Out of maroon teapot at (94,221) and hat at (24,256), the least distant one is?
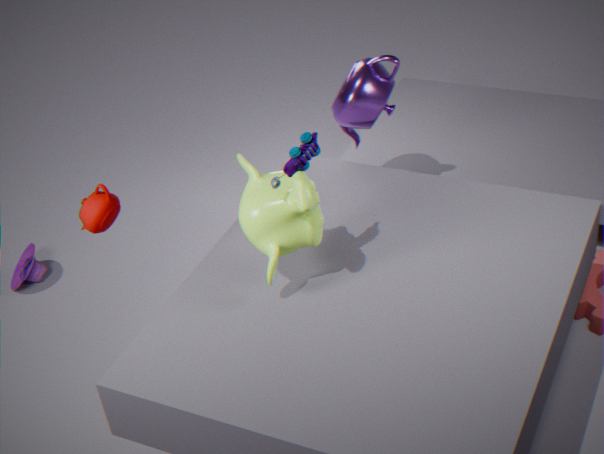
maroon teapot at (94,221)
